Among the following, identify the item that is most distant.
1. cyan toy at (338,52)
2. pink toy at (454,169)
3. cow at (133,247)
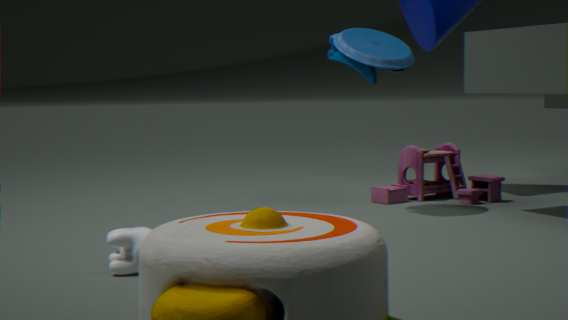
pink toy at (454,169)
